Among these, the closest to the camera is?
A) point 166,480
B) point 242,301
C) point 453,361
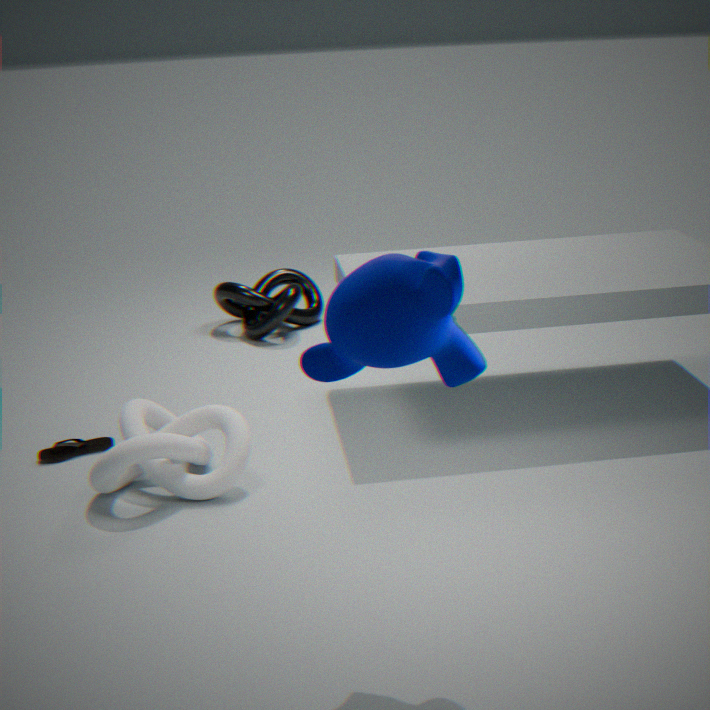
point 453,361
